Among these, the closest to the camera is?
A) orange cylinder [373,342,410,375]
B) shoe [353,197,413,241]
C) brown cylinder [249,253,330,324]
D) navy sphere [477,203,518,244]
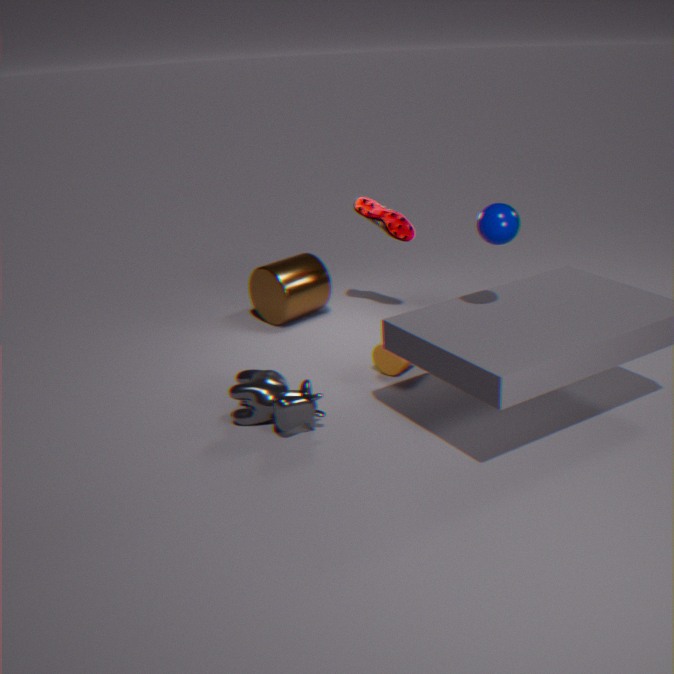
navy sphere [477,203,518,244]
